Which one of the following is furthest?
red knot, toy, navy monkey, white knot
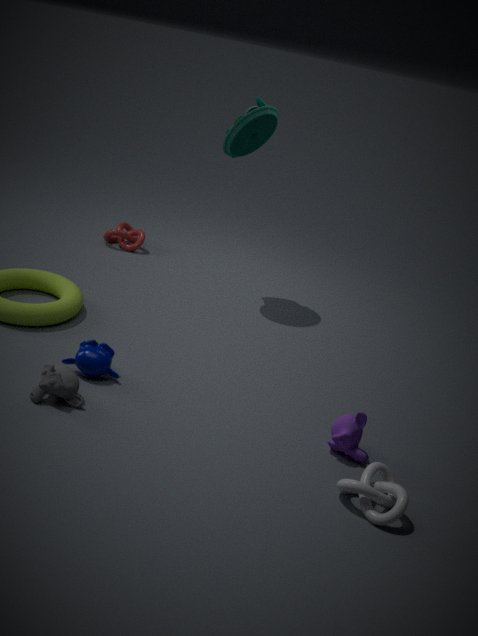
red knot
